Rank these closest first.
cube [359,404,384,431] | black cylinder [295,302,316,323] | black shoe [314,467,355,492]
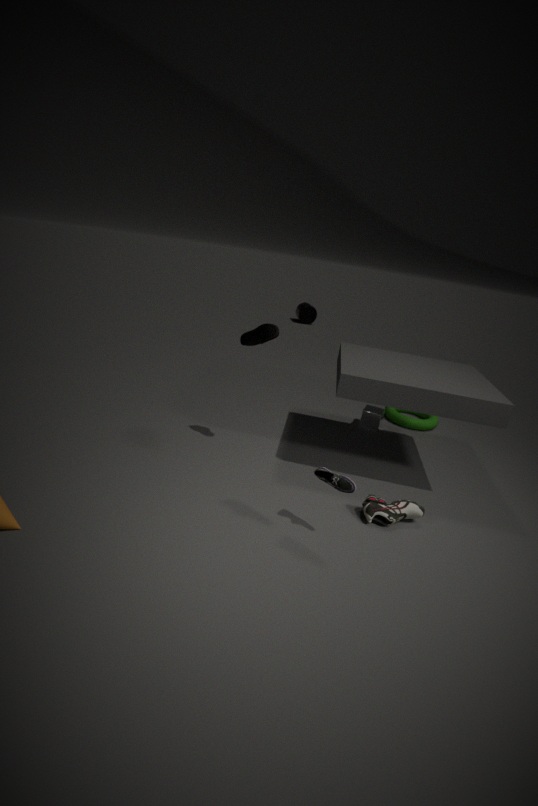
1. black shoe [314,467,355,492]
2. cube [359,404,384,431]
3. black cylinder [295,302,316,323]
